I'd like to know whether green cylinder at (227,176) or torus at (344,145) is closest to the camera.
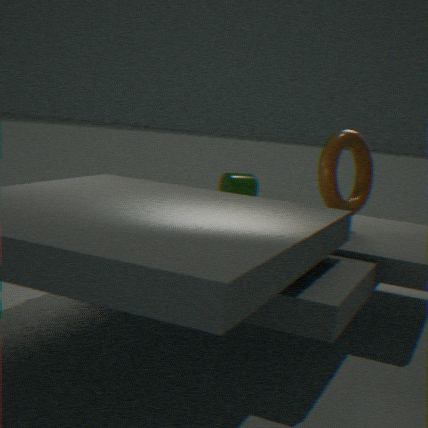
torus at (344,145)
